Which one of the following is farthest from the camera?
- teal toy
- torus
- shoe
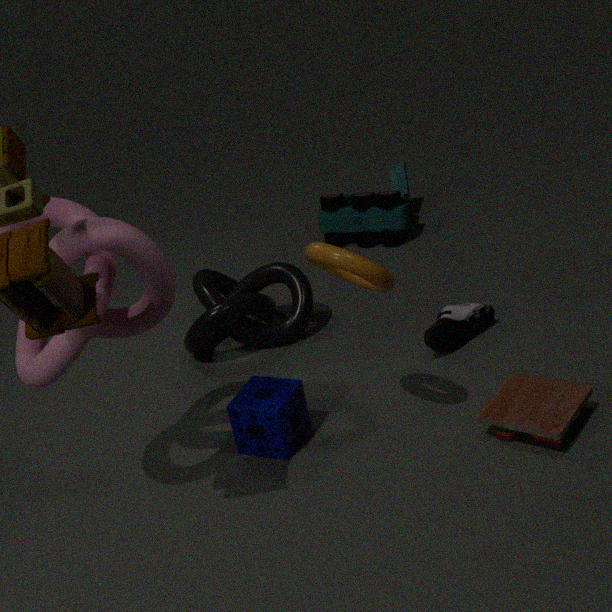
teal toy
